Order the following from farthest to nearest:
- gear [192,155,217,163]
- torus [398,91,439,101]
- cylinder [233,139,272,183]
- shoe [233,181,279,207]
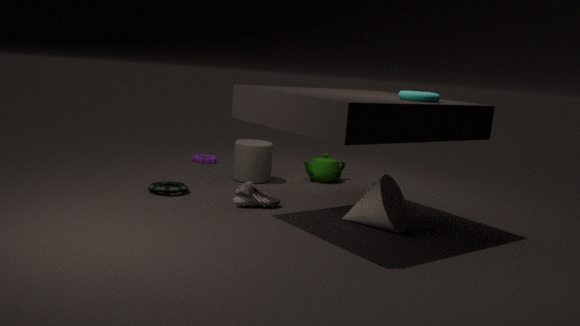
gear [192,155,217,163] < cylinder [233,139,272,183] < shoe [233,181,279,207] < torus [398,91,439,101]
